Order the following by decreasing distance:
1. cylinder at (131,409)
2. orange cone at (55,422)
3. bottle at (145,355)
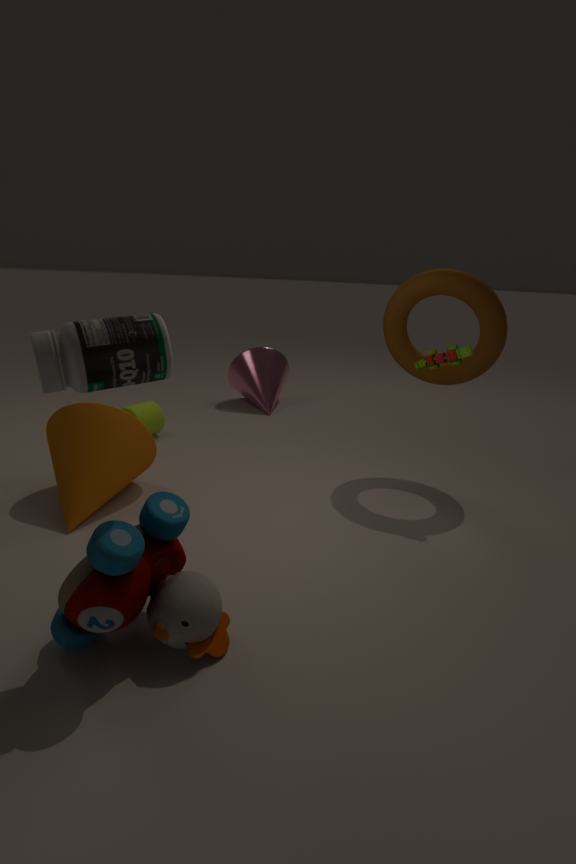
cylinder at (131,409), orange cone at (55,422), bottle at (145,355)
